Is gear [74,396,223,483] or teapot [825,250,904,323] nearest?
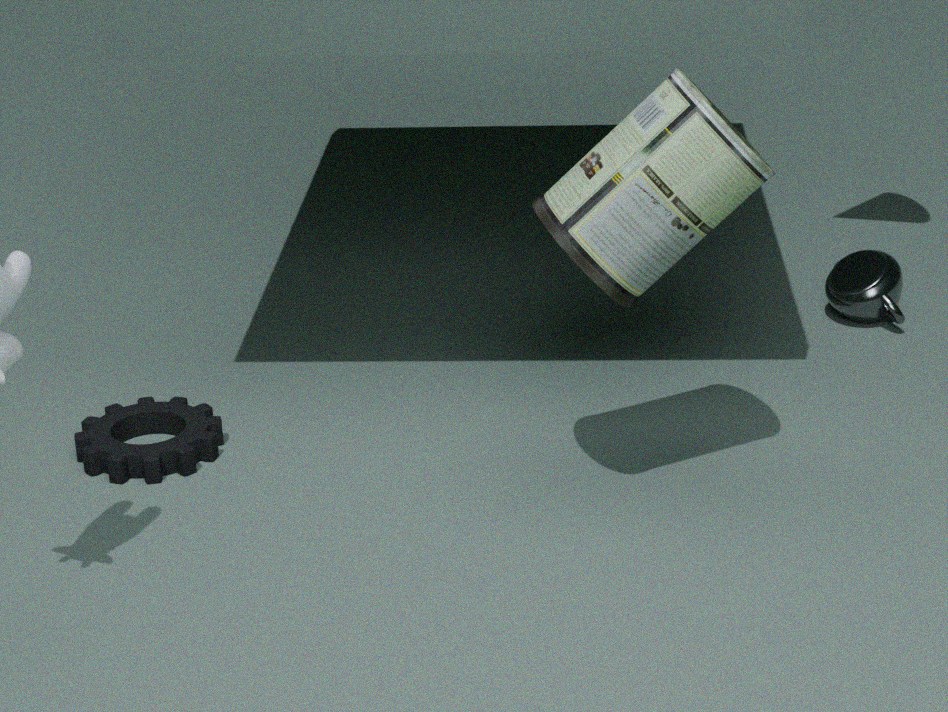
gear [74,396,223,483]
